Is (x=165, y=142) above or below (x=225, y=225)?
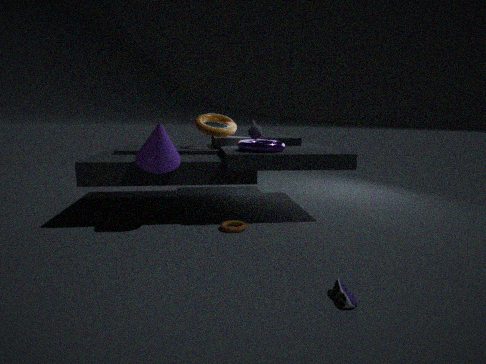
above
